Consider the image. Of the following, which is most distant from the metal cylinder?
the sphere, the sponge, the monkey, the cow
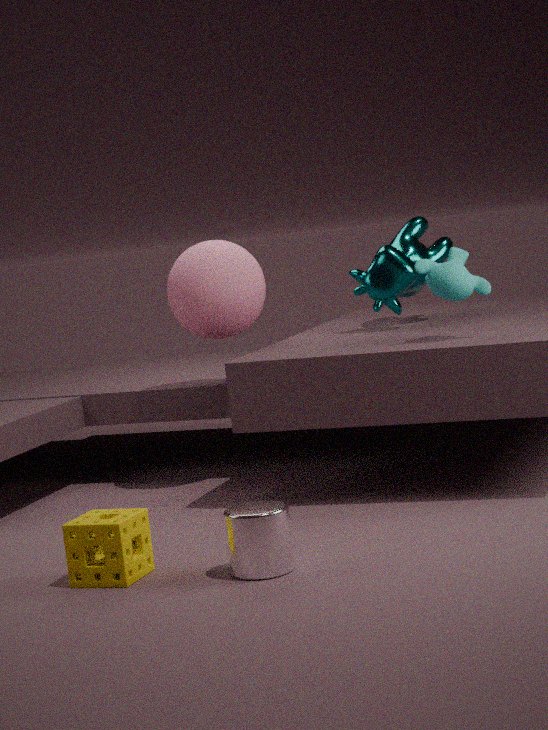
the cow
